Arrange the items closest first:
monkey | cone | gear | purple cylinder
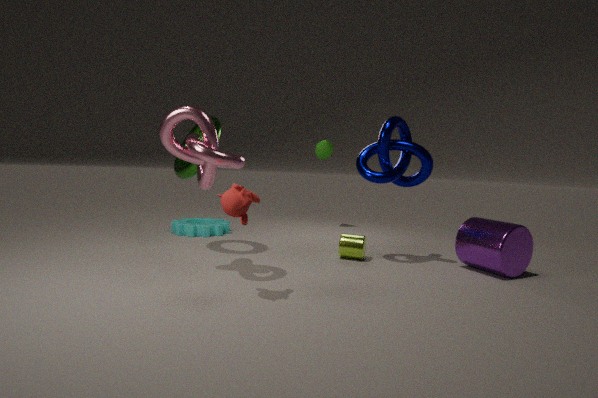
monkey → purple cylinder → gear → cone
